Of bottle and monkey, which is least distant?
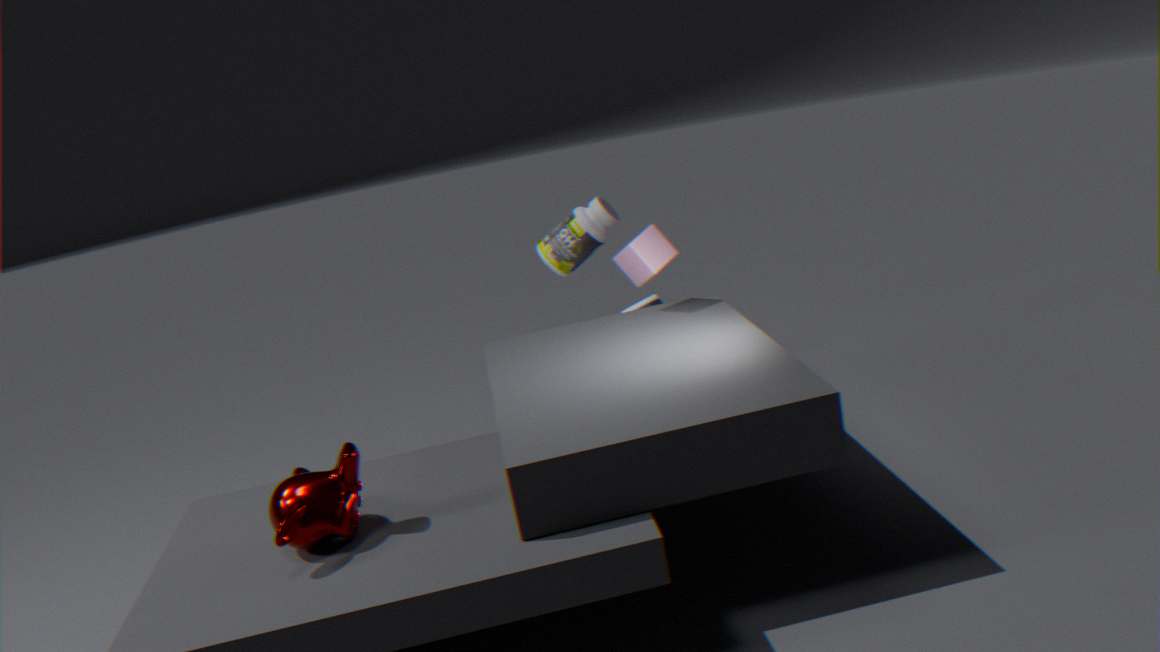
monkey
